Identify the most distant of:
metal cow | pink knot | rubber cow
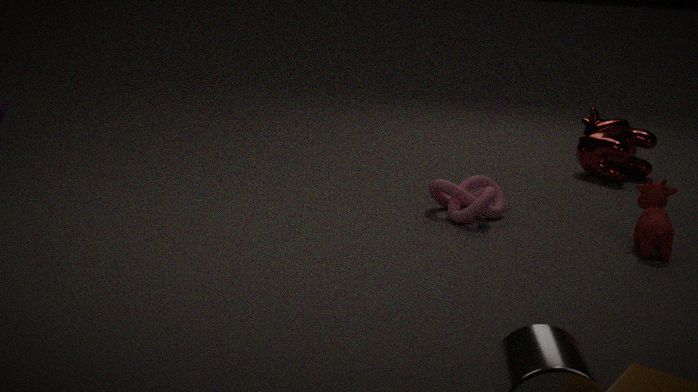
metal cow
